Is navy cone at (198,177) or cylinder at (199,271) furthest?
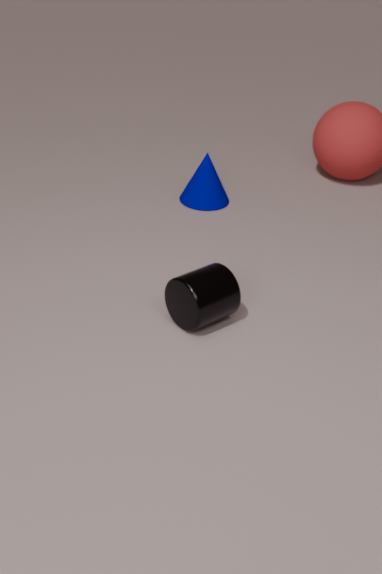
navy cone at (198,177)
